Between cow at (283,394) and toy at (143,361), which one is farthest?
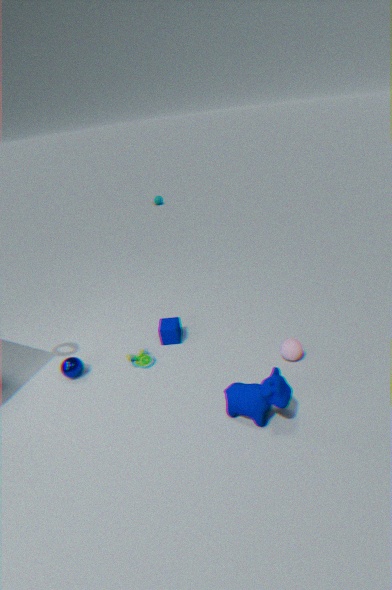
toy at (143,361)
